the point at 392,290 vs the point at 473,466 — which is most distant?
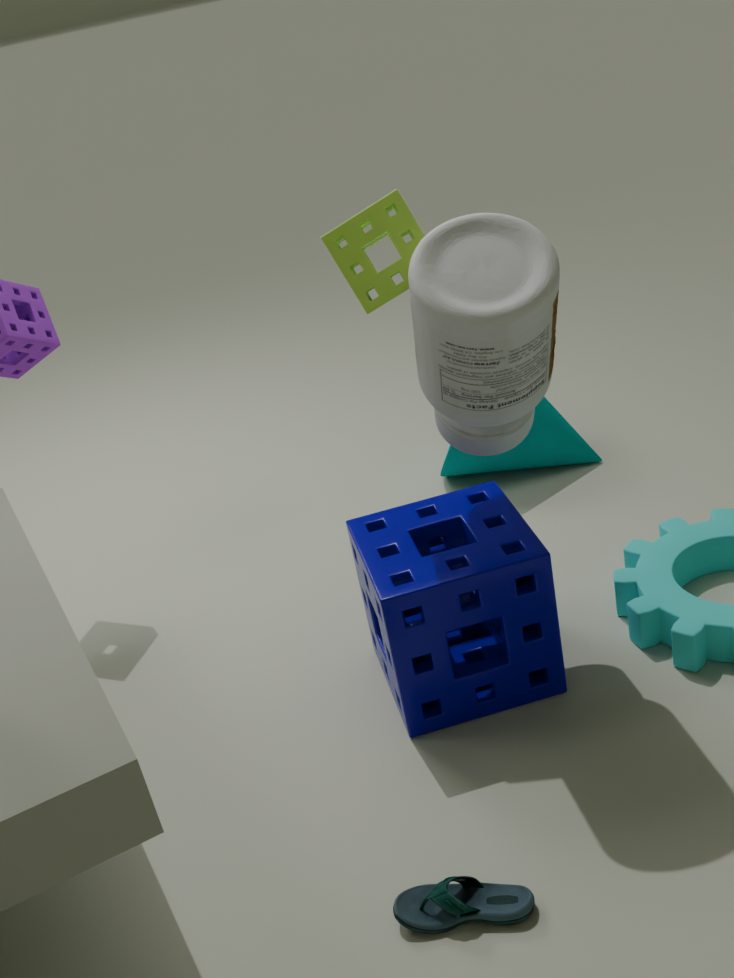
the point at 473,466
